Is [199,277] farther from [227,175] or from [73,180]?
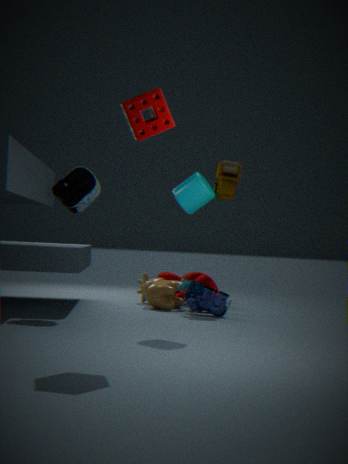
[73,180]
